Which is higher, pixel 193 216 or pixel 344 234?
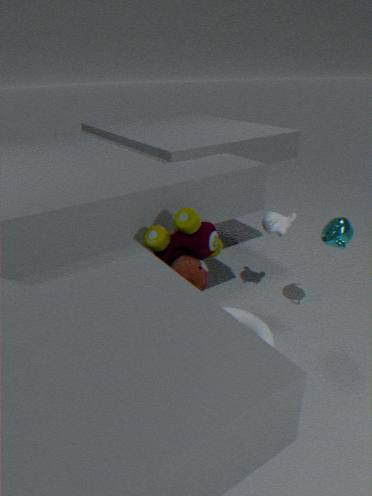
pixel 193 216
